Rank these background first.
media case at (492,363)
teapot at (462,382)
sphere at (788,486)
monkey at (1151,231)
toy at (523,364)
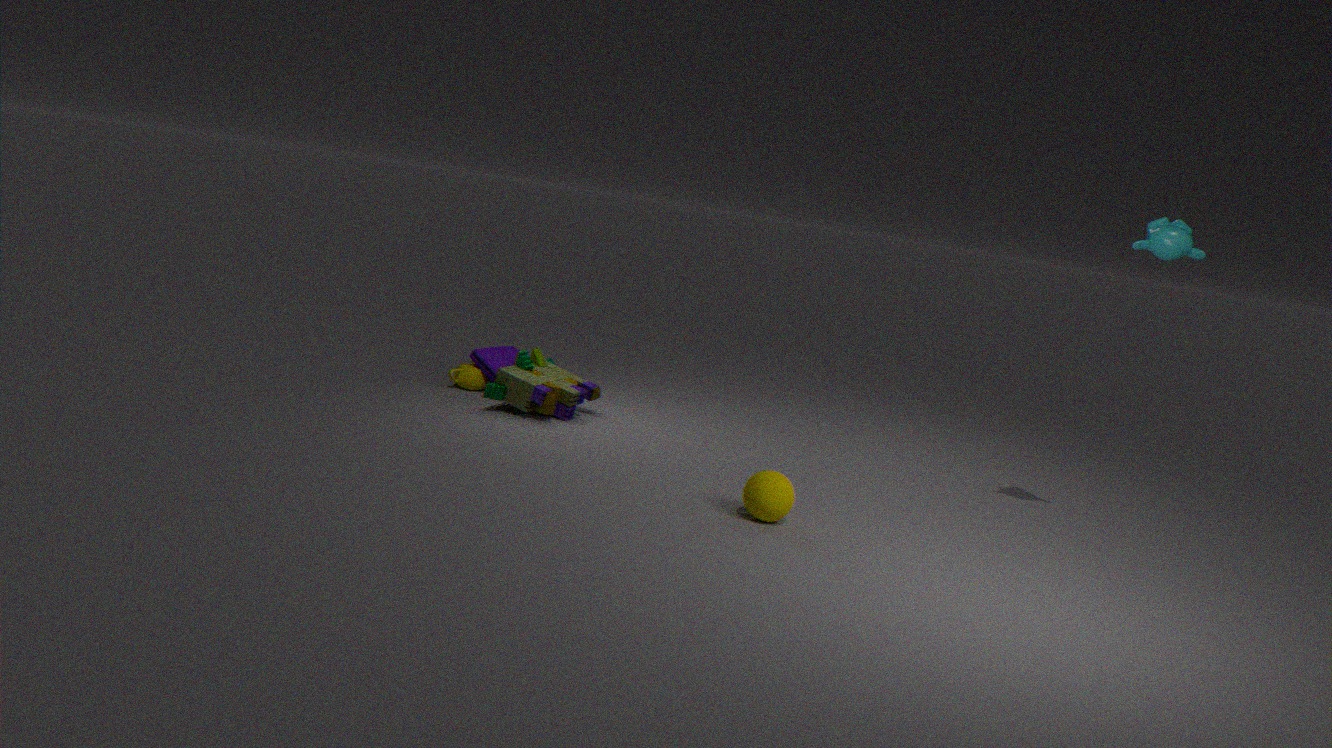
1. media case at (492,363)
2. teapot at (462,382)
3. toy at (523,364)
4. monkey at (1151,231)
5. sphere at (788,486)
